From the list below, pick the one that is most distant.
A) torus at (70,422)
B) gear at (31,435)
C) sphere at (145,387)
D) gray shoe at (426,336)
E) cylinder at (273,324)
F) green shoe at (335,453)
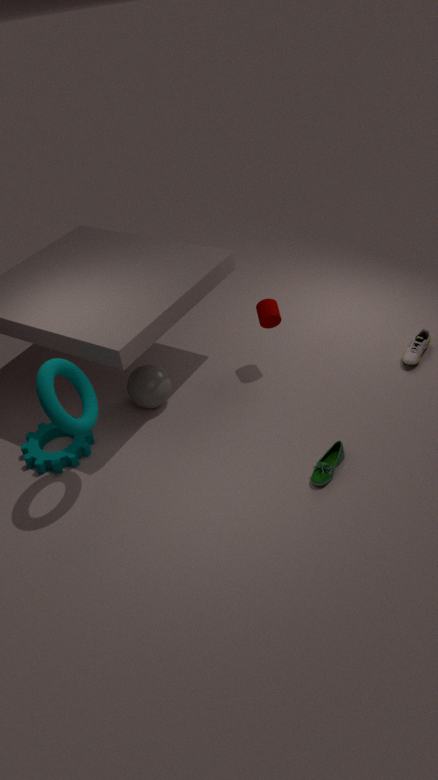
gray shoe at (426,336)
